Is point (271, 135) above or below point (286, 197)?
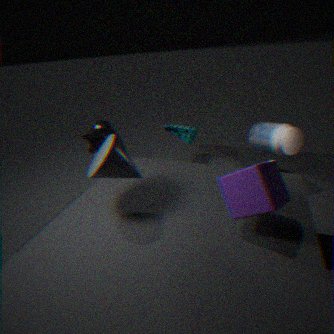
below
